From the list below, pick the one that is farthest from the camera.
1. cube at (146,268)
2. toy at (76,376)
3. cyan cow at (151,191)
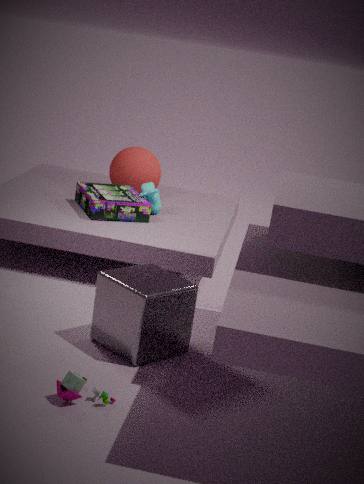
cyan cow at (151,191)
